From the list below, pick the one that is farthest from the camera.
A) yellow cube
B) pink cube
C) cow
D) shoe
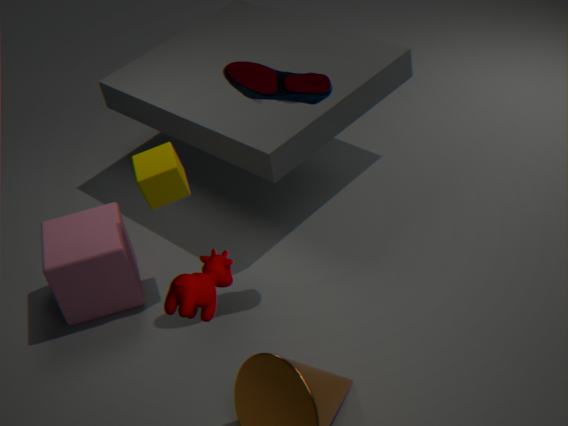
pink cube
